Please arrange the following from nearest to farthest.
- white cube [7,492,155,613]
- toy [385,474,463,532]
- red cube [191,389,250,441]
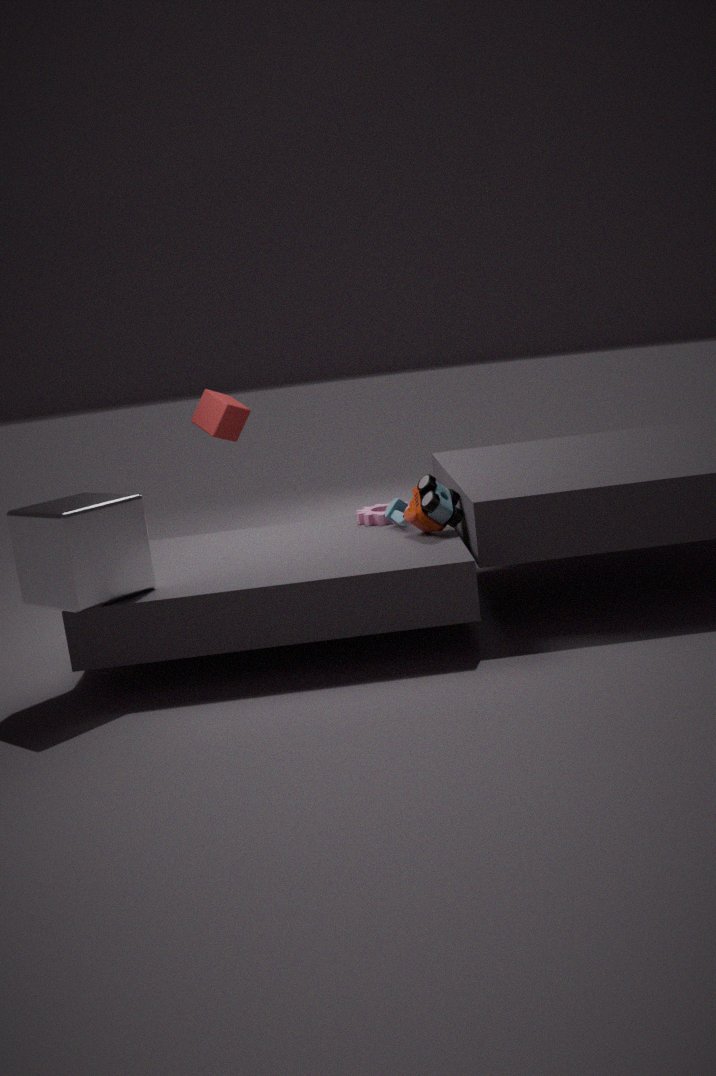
white cube [7,492,155,613], toy [385,474,463,532], red cube [191,389,250,441]
